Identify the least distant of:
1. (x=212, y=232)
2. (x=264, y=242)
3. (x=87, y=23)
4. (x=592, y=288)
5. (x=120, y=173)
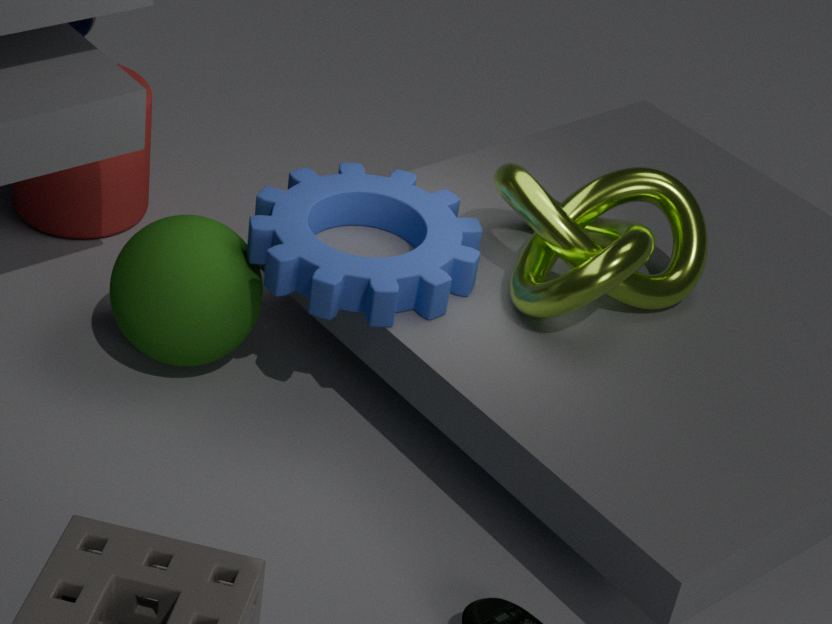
(x=592, y=288)
